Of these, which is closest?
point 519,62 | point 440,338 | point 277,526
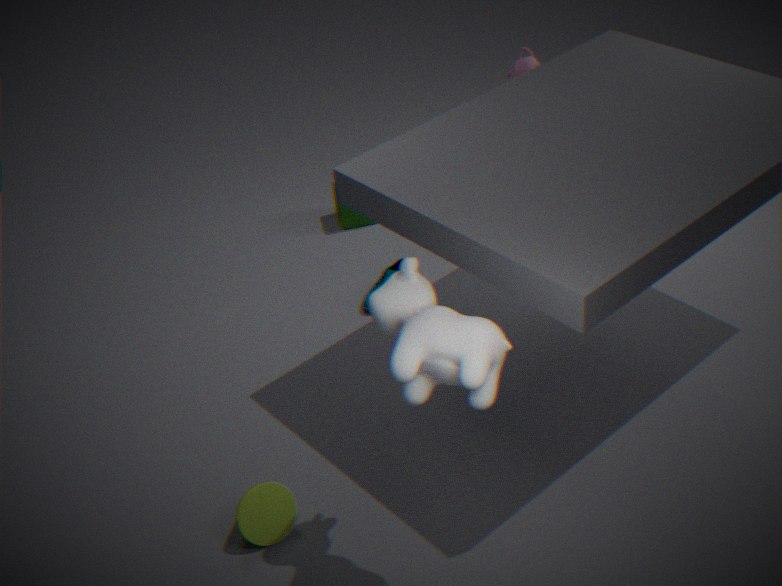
point 440,338
